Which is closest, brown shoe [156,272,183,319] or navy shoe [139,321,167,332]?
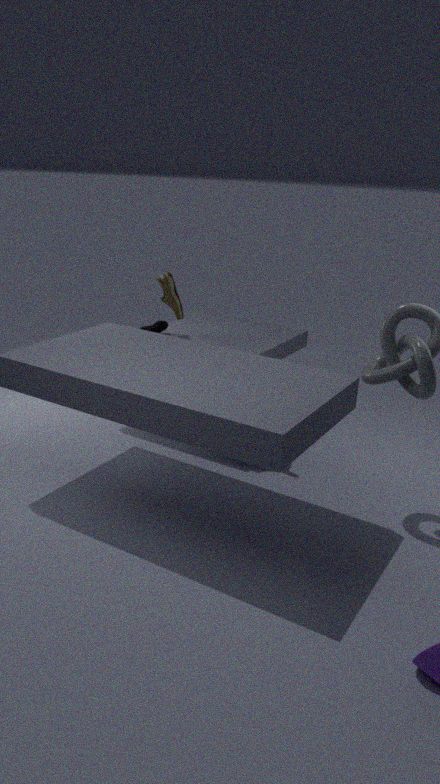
navy shoe [139,321,167,332]
